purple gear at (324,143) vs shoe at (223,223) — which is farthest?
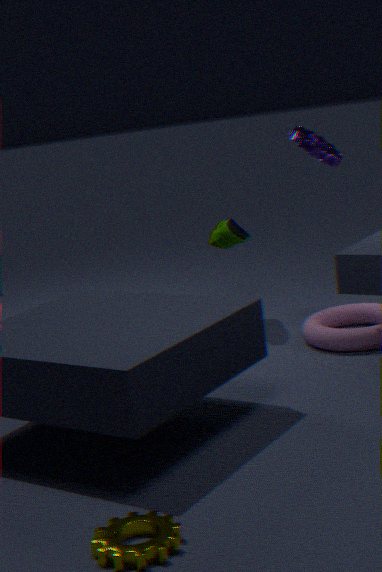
shoe at (223,223)
